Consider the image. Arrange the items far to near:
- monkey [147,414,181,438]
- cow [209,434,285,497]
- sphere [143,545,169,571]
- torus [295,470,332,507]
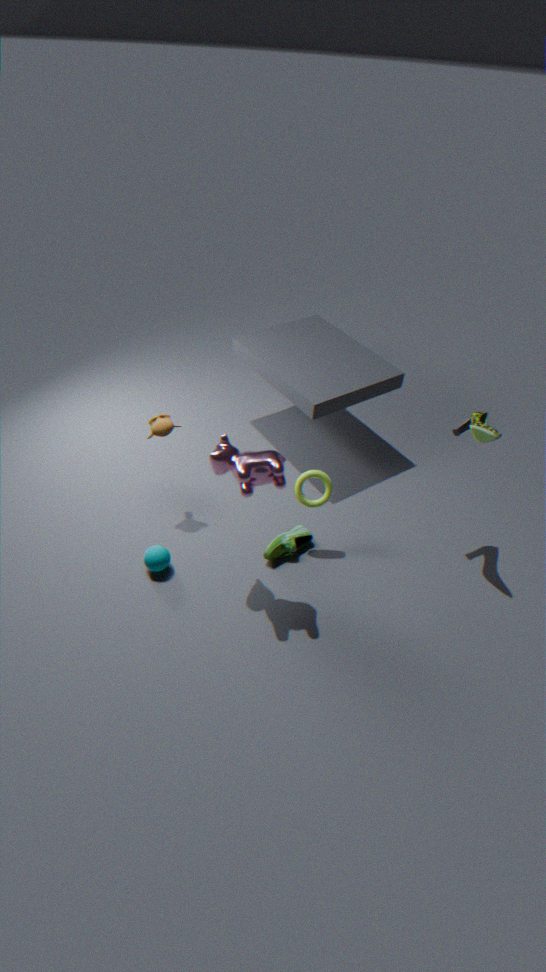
monkey [147,414,181,438] → torus [295,470,332,507] → sphere [143,545,169,571] → cow [209,434,285,497]
